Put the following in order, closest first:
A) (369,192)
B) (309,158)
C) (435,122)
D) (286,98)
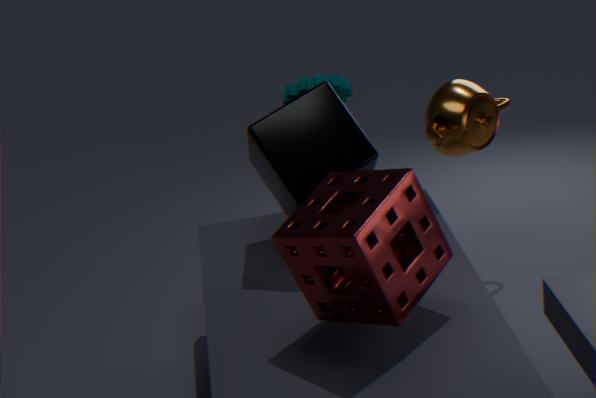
1. (369,192)
2. (309,158)
3. (286,98)
4. (435,122)
